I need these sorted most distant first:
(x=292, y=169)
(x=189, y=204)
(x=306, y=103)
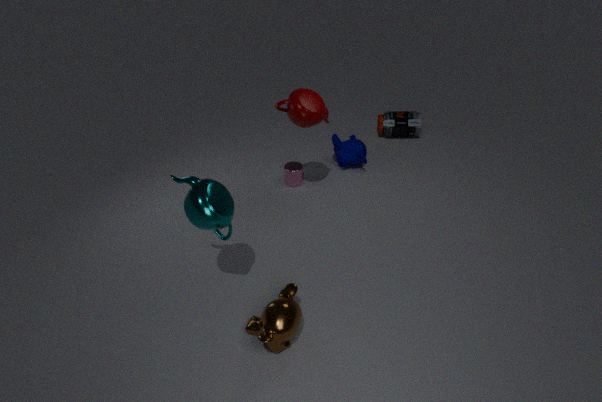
(x=292, y=169) → (x=306, y=103) → (x=189, y=204)
